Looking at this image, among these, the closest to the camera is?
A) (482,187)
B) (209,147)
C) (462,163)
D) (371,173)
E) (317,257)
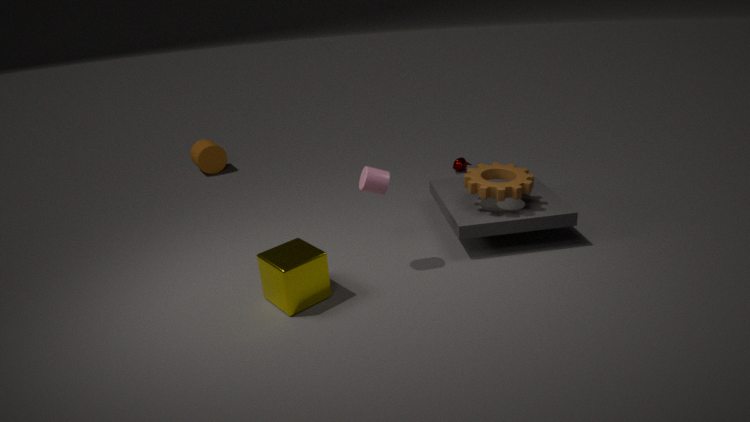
(317,257)
